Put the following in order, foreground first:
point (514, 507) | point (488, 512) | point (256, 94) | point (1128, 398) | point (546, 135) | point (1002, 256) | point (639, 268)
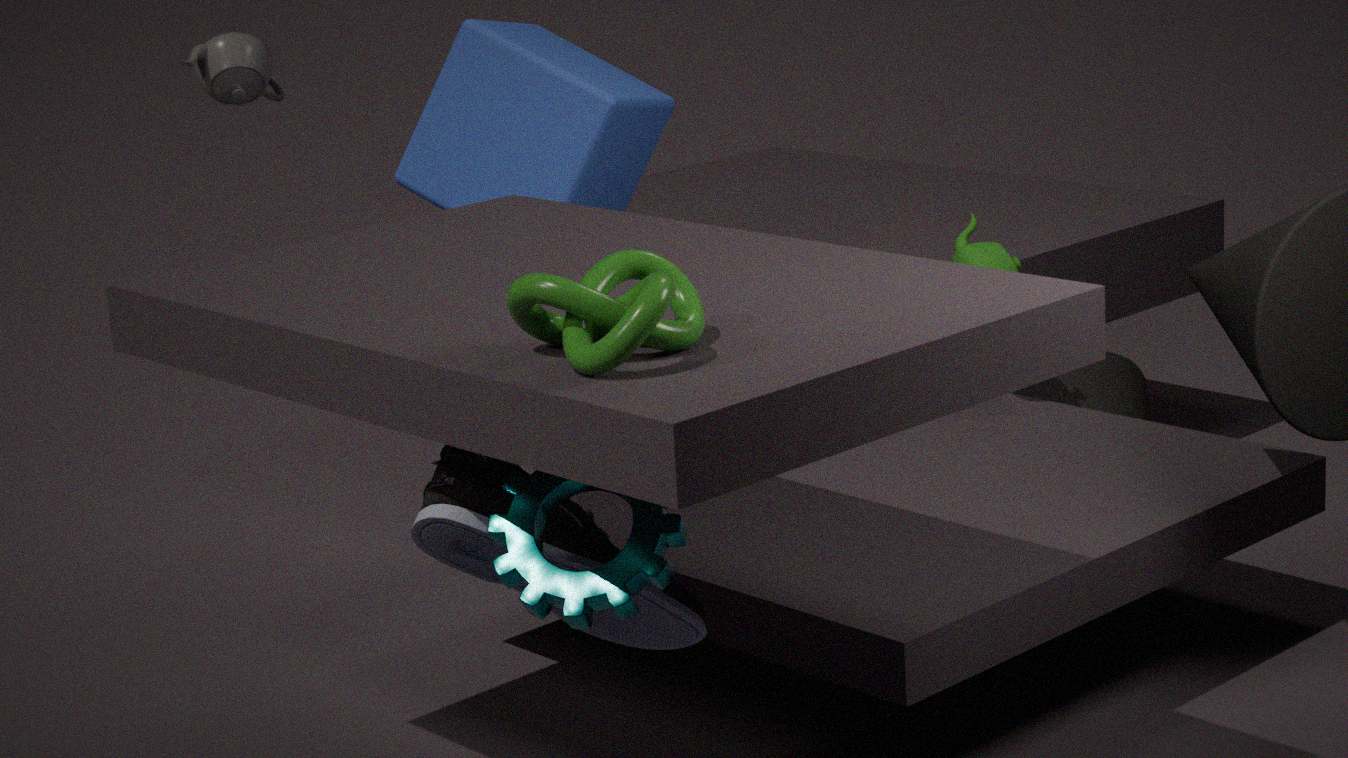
point (639, 268) < point (514, 507) < point (488, 512) < point (546, 135) < point (1002, 256) < point (256, 94) < point (1128, 398)
